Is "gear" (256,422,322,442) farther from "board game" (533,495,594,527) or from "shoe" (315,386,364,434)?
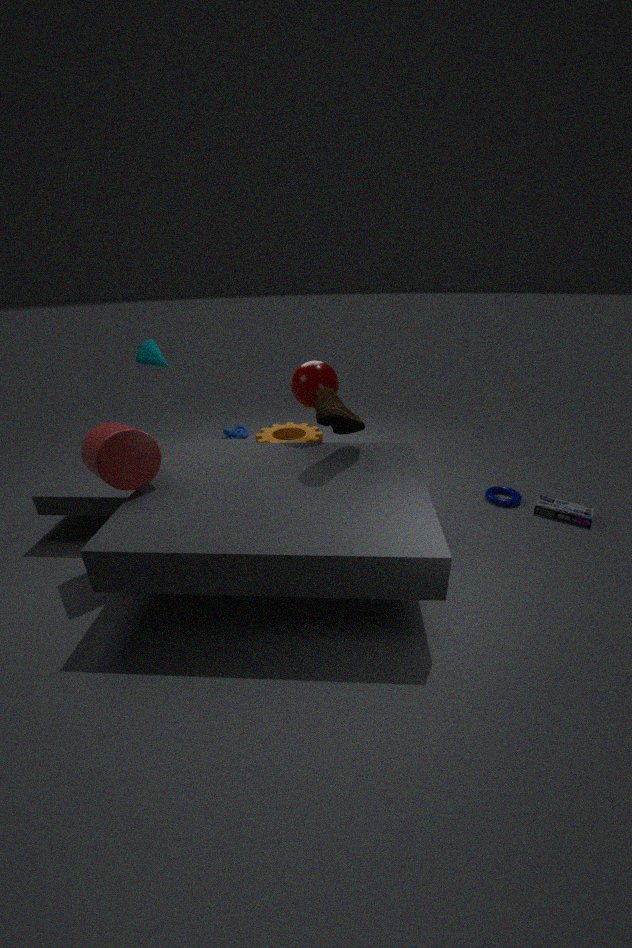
"board game" (533,495,594,527)
